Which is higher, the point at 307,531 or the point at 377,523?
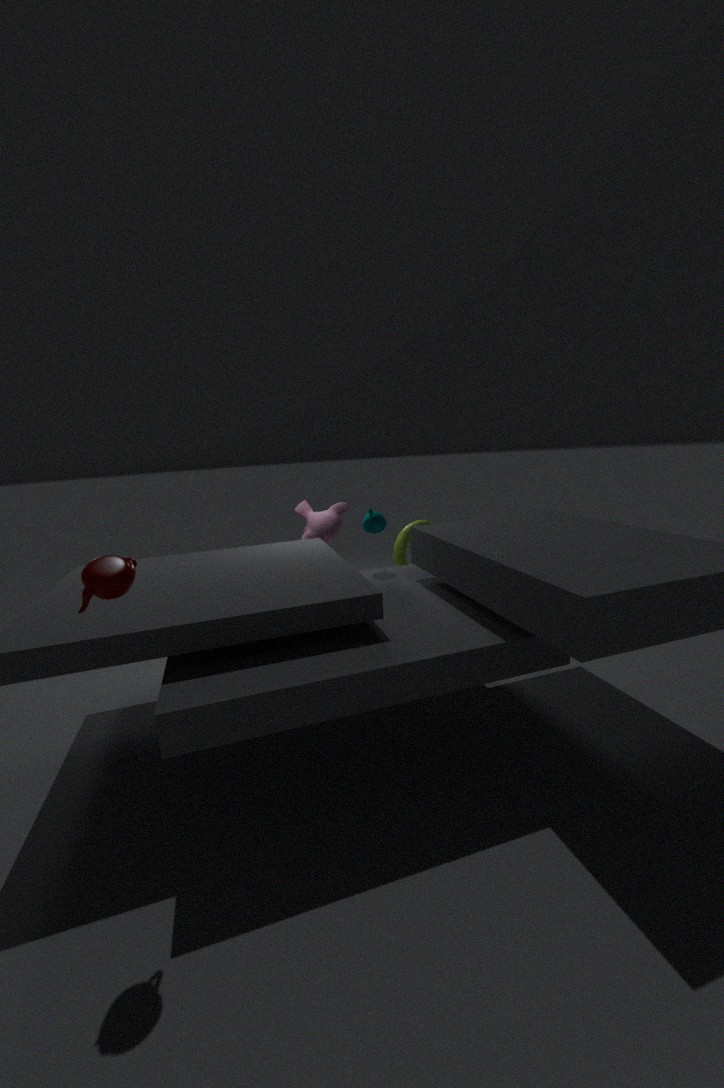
the point at 377,523
